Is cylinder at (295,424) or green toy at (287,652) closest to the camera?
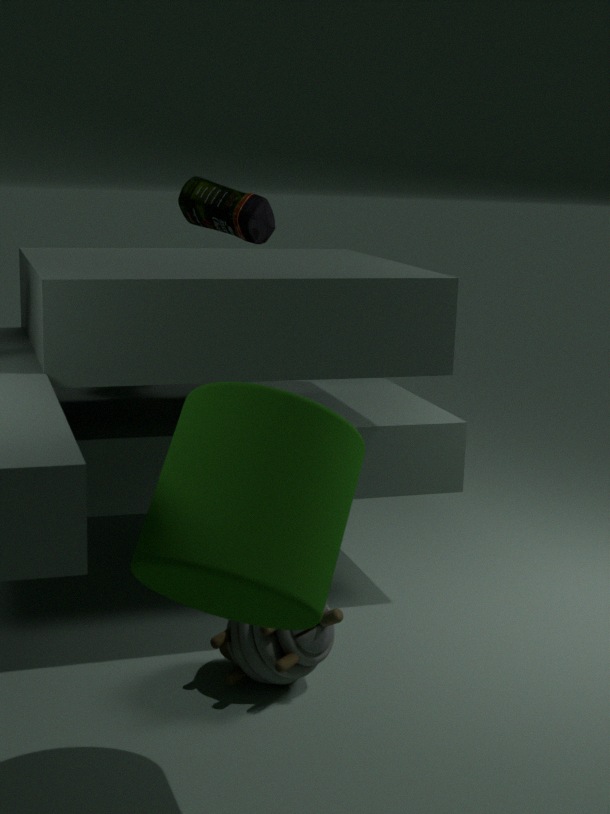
cylinder at (295,424)
